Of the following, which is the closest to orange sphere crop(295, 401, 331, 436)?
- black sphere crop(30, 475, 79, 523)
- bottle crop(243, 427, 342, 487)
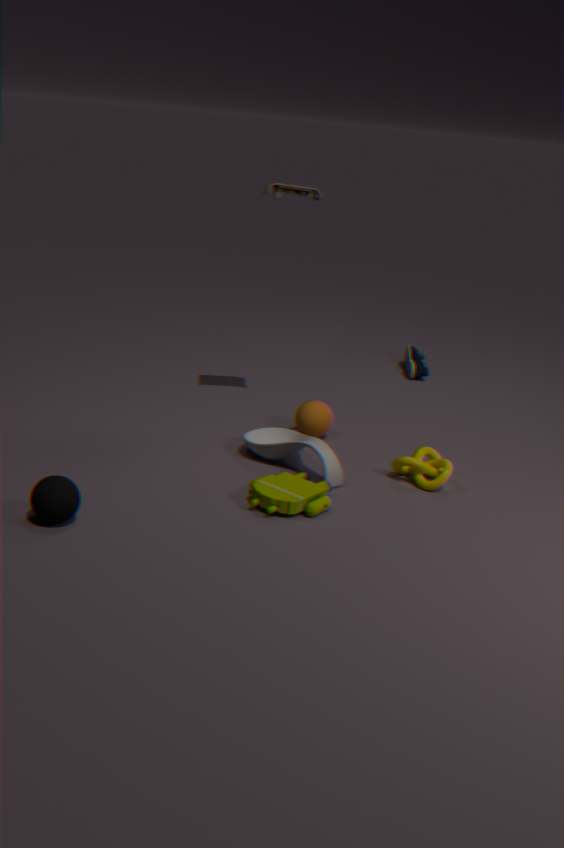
bottle crop(243, 427, 342, 487)
